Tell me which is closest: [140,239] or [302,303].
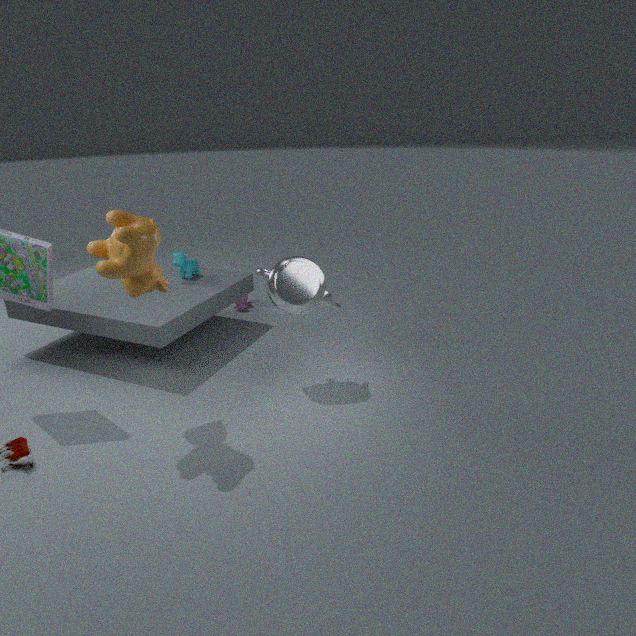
[140,239]
